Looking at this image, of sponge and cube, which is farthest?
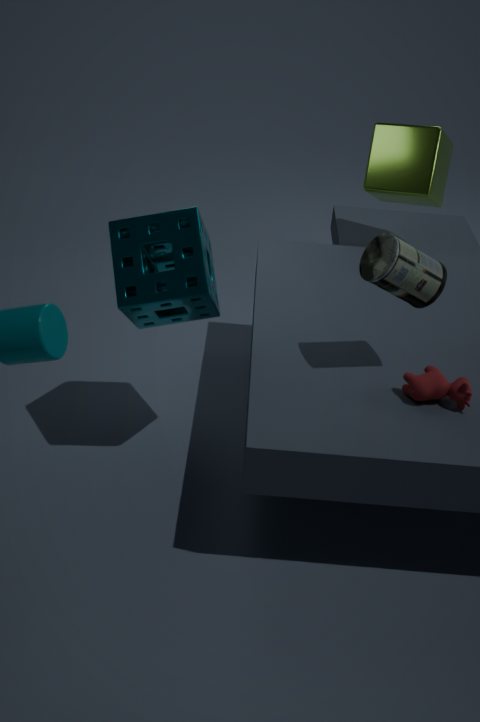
cube
